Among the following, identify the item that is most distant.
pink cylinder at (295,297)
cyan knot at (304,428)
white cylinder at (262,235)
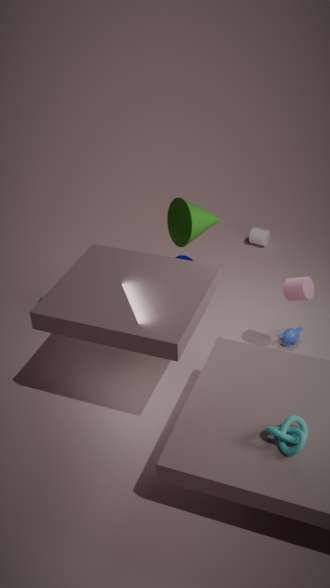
white cylinder at (262,235)
